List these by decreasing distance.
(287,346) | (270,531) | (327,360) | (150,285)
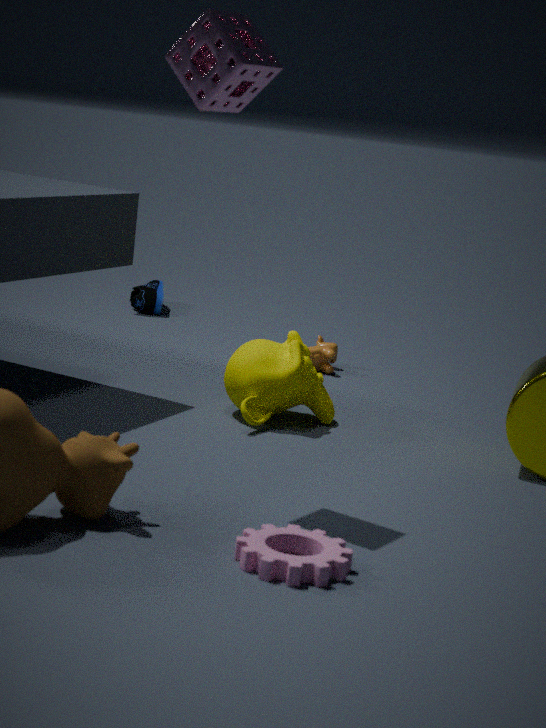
(150,285) → (327,360) → (287,346) → (270,531)
